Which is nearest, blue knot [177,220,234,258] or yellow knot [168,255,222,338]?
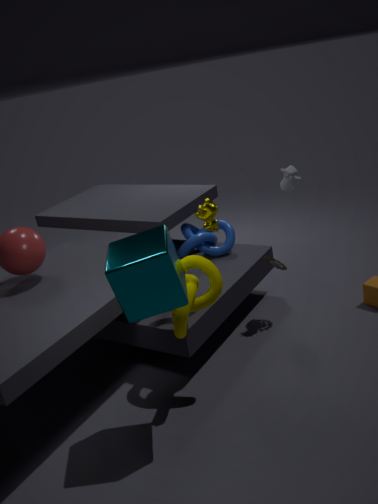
yellow knot [168,255,222,338]
